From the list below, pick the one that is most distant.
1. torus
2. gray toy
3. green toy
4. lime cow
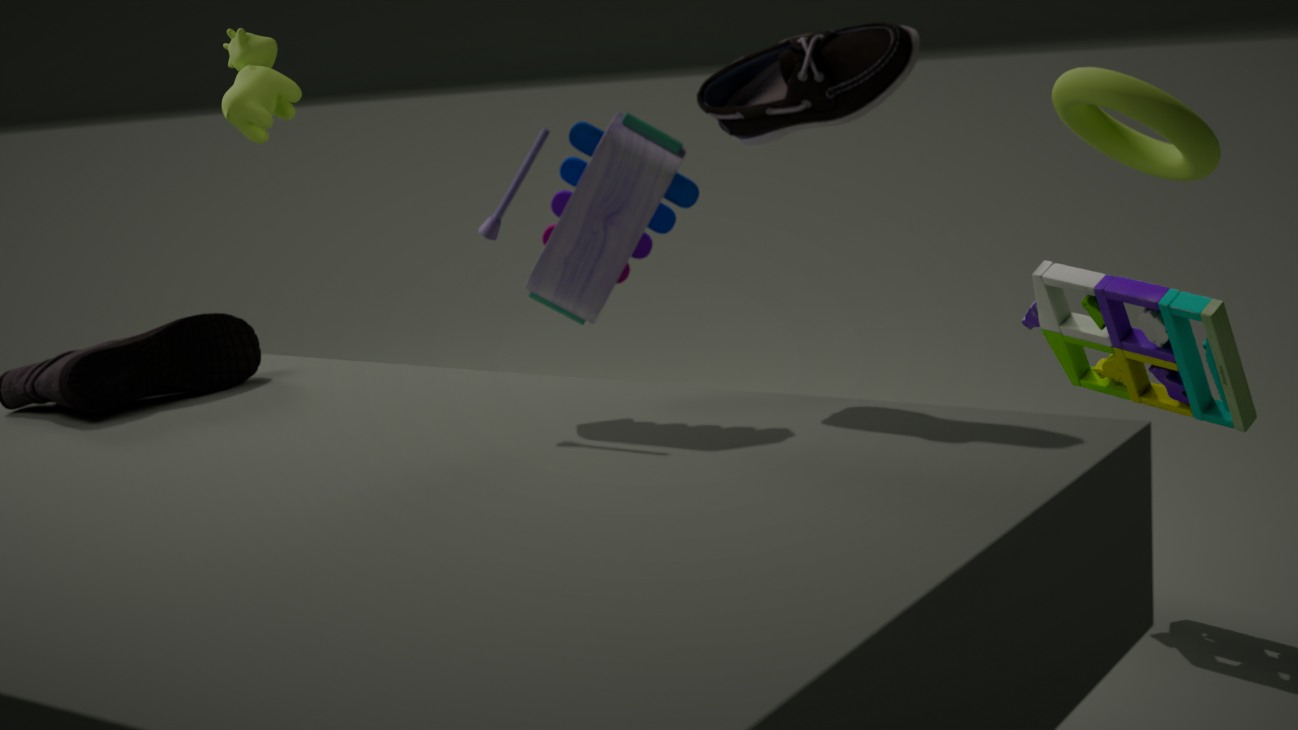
lime cow
